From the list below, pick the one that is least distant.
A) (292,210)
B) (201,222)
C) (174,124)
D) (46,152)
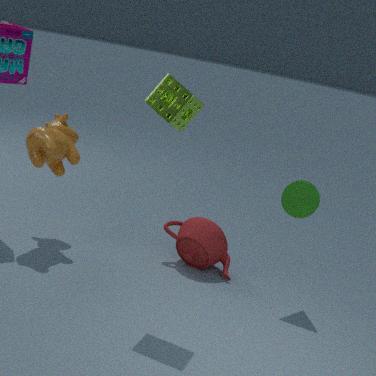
(174,124)
